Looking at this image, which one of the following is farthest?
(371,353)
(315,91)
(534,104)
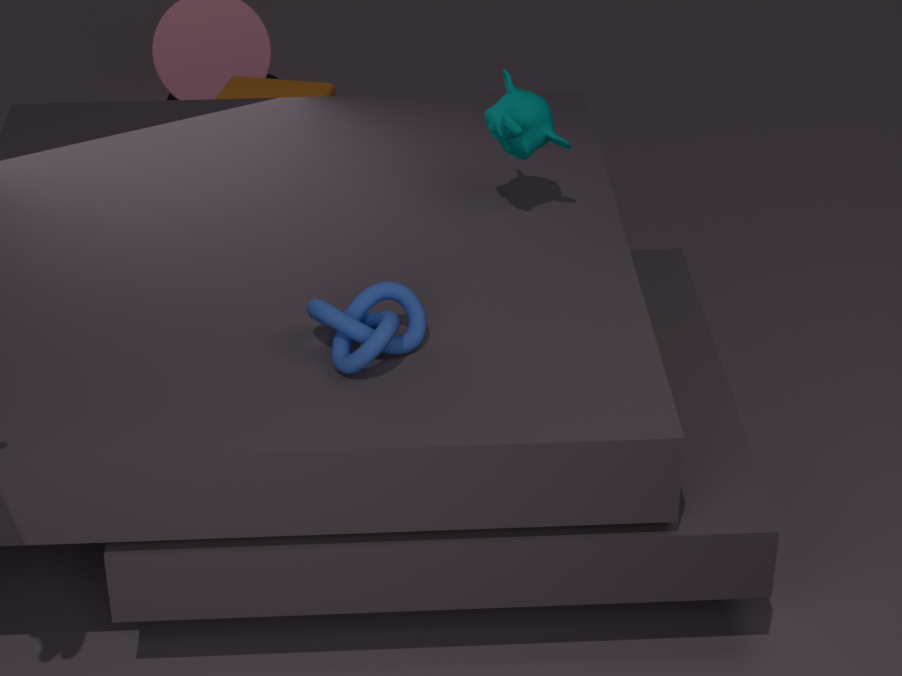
(315,91)
